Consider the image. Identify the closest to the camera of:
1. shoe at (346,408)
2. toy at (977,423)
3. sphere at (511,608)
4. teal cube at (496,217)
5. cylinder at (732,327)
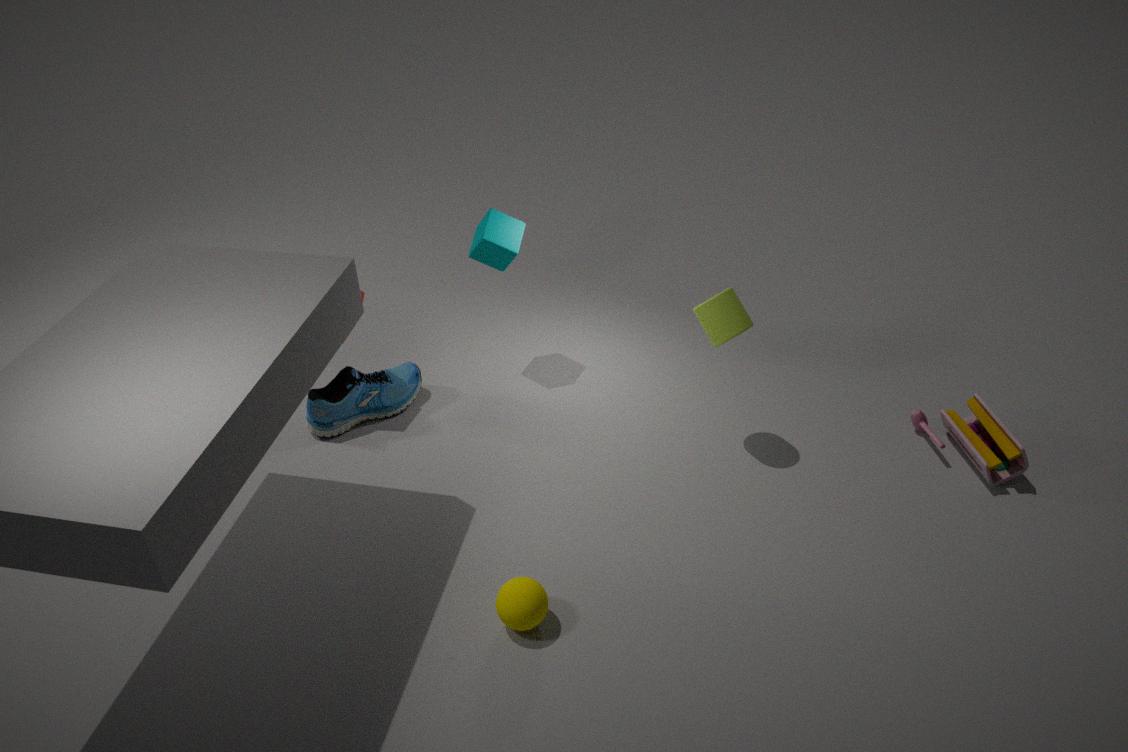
sphere at (511,608)
